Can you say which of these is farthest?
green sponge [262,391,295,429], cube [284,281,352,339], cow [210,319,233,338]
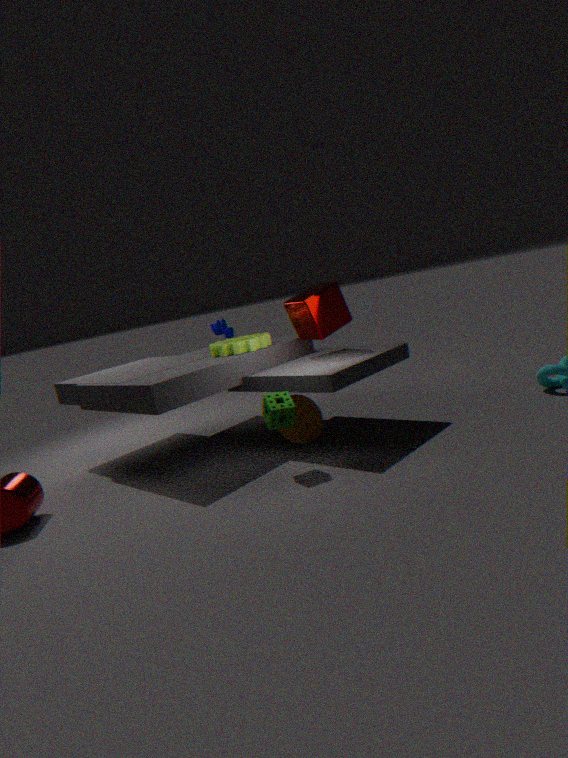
cow [210,319,233,338]
